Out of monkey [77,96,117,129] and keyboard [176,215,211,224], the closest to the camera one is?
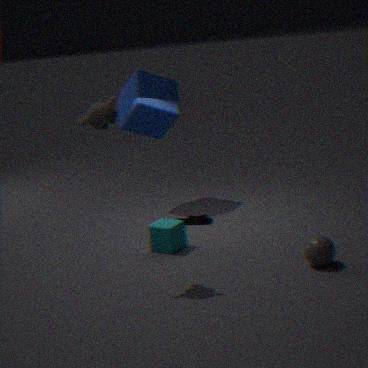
monkey [77,96,117,129]
